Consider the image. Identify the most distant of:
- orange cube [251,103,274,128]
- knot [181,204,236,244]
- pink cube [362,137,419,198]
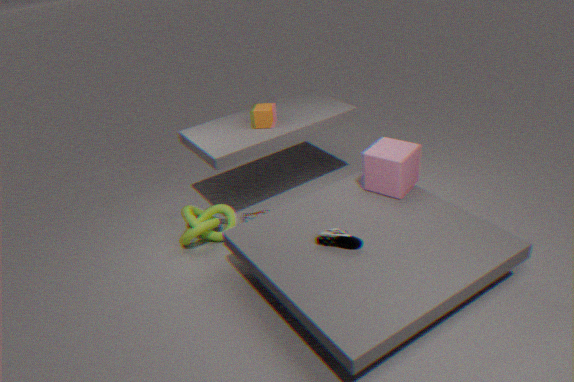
orange cube [251,103,274,128]
